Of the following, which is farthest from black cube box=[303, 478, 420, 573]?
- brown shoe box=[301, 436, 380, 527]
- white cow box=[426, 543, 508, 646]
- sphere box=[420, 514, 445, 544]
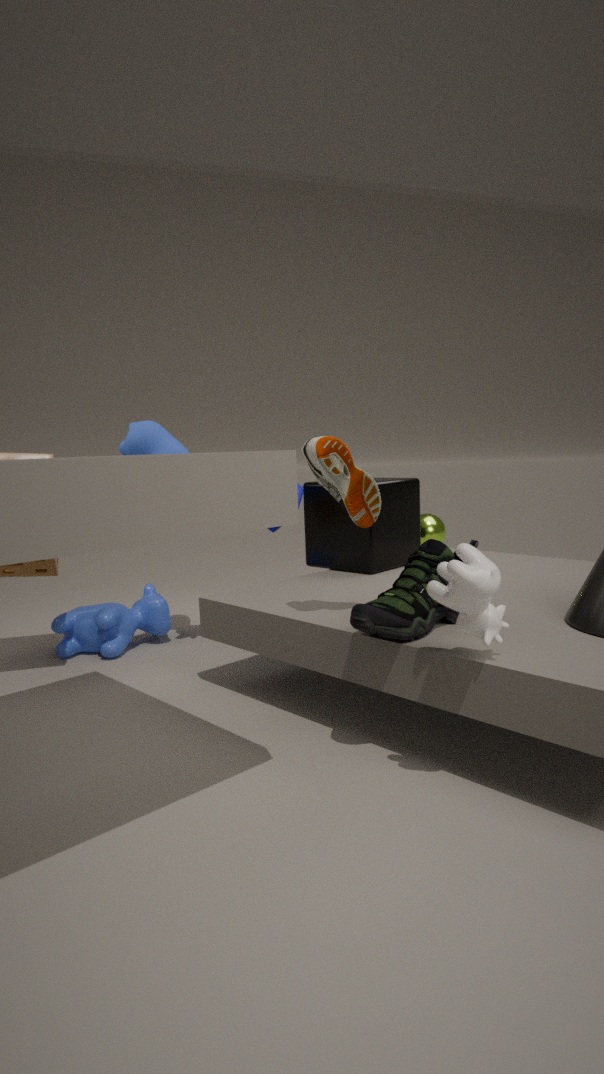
white cow box=[426, 543, 508, 646]
